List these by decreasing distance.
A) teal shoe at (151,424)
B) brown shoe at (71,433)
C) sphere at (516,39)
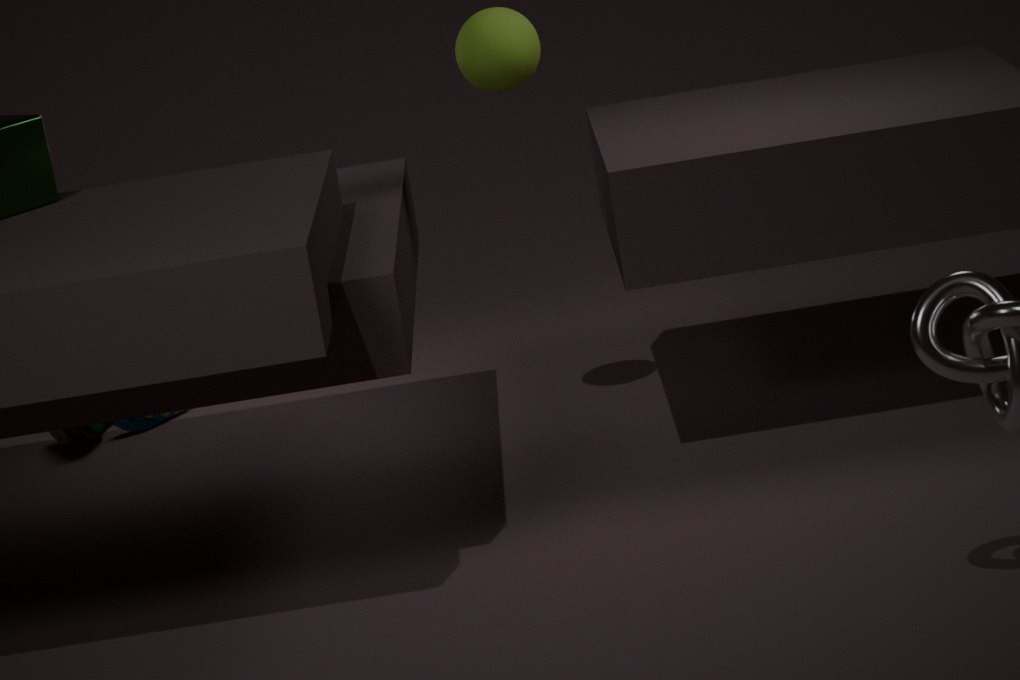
teal shoe at (151,424), brown shoe at (71,433), sphere at (516,39)
